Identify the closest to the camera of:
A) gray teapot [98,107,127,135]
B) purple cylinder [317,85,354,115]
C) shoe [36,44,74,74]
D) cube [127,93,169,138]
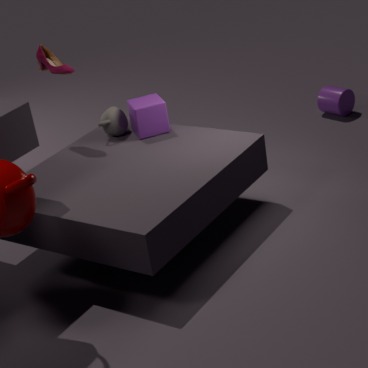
shoe [36,44,74,74]
